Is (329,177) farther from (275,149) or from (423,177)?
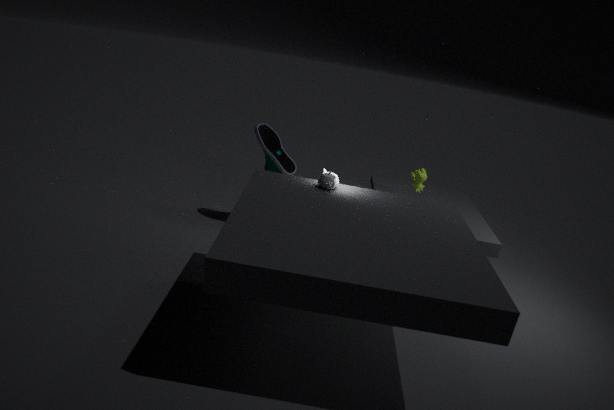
(423,177)
